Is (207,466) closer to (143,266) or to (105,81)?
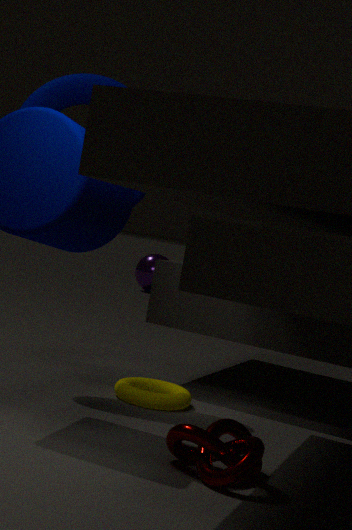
(105,81)
